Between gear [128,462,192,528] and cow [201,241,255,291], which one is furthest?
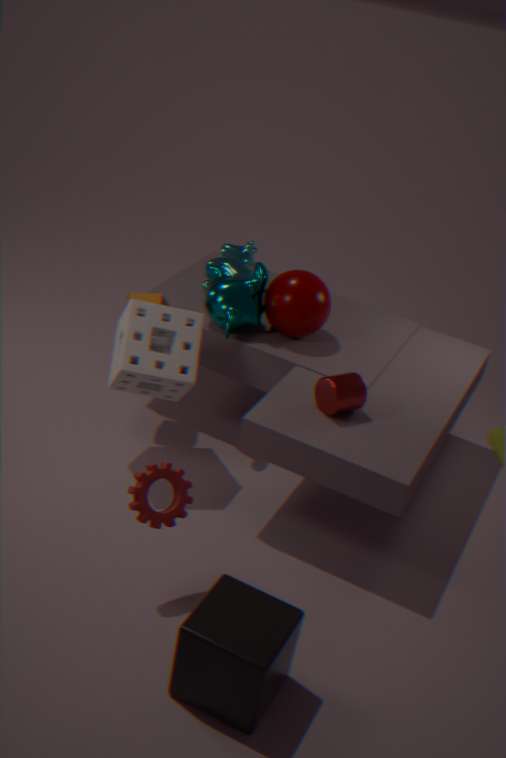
cow [201,241,255,291]
